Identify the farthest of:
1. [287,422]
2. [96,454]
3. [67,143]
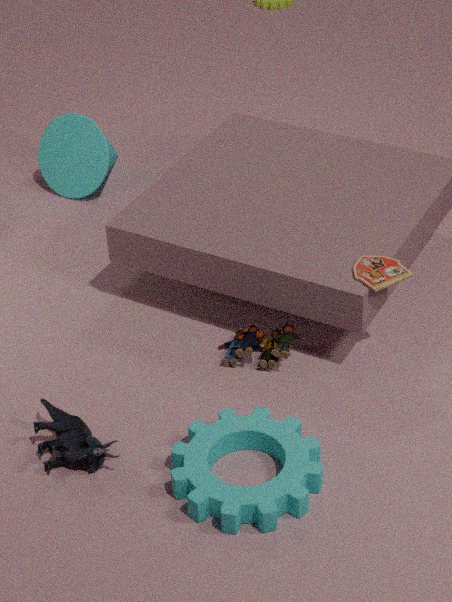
[67,143]
